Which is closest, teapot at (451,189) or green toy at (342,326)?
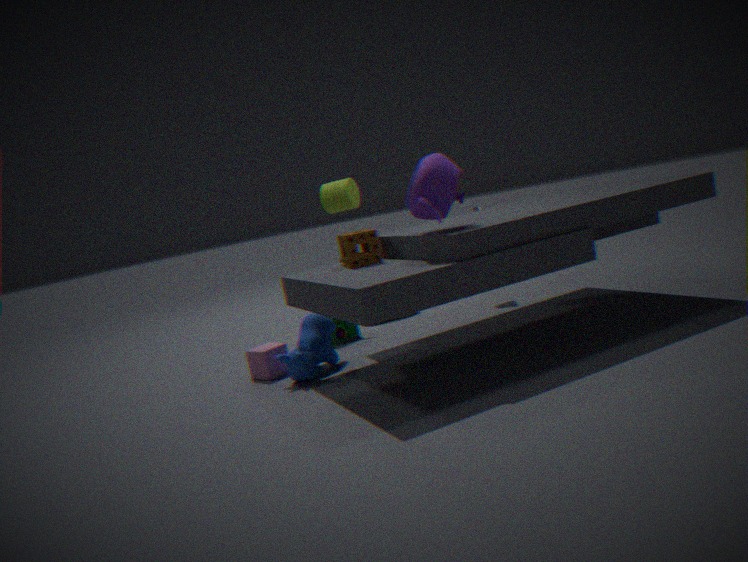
teapot at (451,189)
